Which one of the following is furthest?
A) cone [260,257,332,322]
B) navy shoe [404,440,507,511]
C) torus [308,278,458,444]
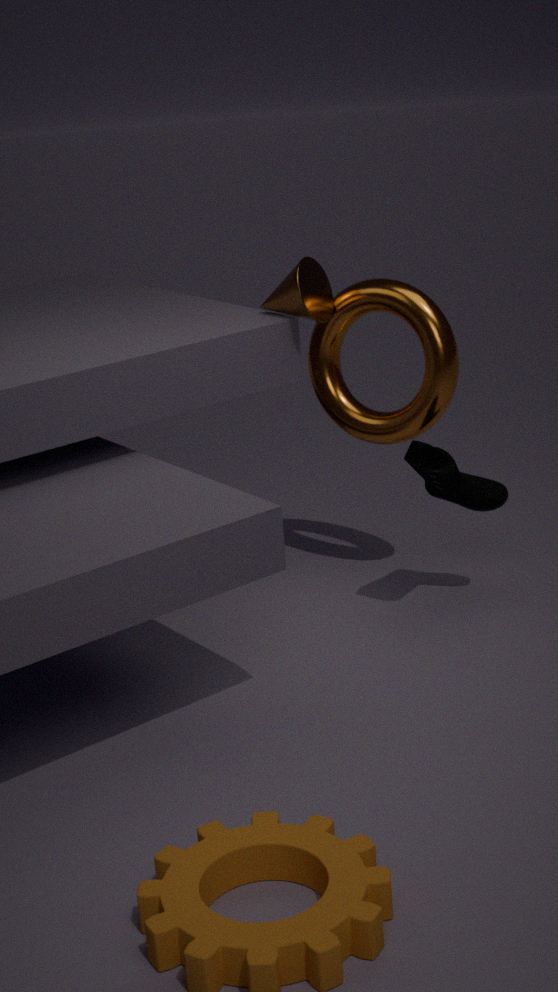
cone [260,257,332,322]
